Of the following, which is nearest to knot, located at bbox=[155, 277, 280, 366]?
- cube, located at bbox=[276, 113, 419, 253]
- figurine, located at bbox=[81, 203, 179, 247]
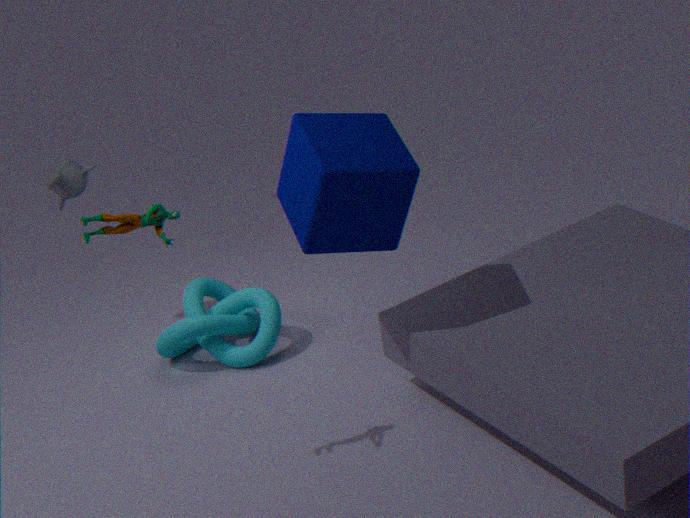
cube, located at bbox=[276, 113, 419, 253]
